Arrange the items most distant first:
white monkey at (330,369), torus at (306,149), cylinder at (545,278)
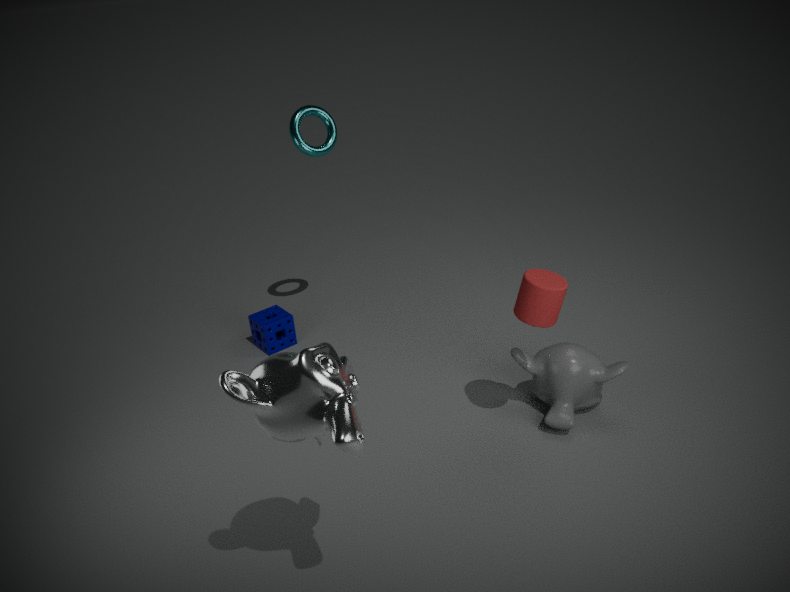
torus at (306,149), cylinder at (545,278), white monkey at (330,369)
